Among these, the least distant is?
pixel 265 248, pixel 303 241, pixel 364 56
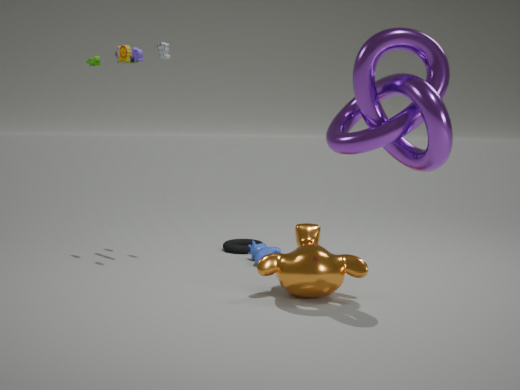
pixel 364 56
